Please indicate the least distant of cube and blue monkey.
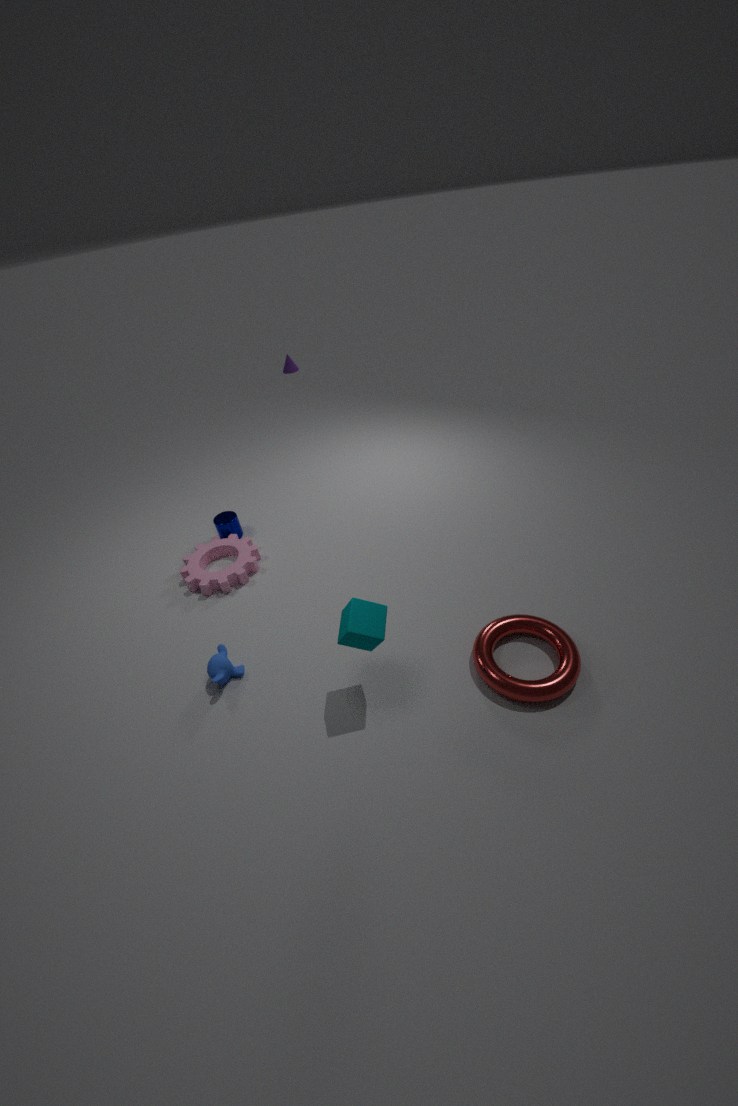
cube
